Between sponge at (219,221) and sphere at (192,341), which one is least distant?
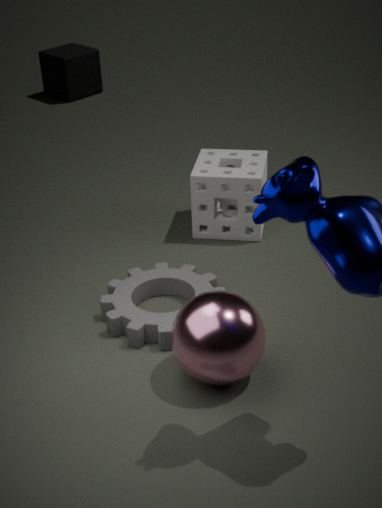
sphere at (192,341)
